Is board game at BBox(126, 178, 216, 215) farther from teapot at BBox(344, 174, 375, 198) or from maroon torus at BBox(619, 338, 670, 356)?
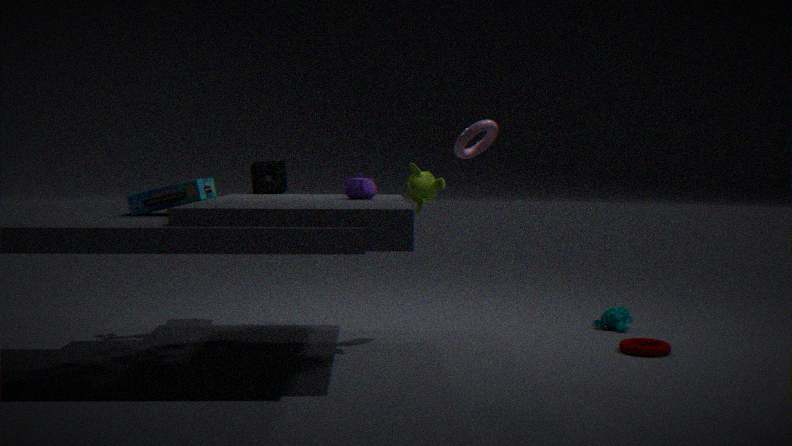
maroon torus at BBox(619, 338, 670, 356)
